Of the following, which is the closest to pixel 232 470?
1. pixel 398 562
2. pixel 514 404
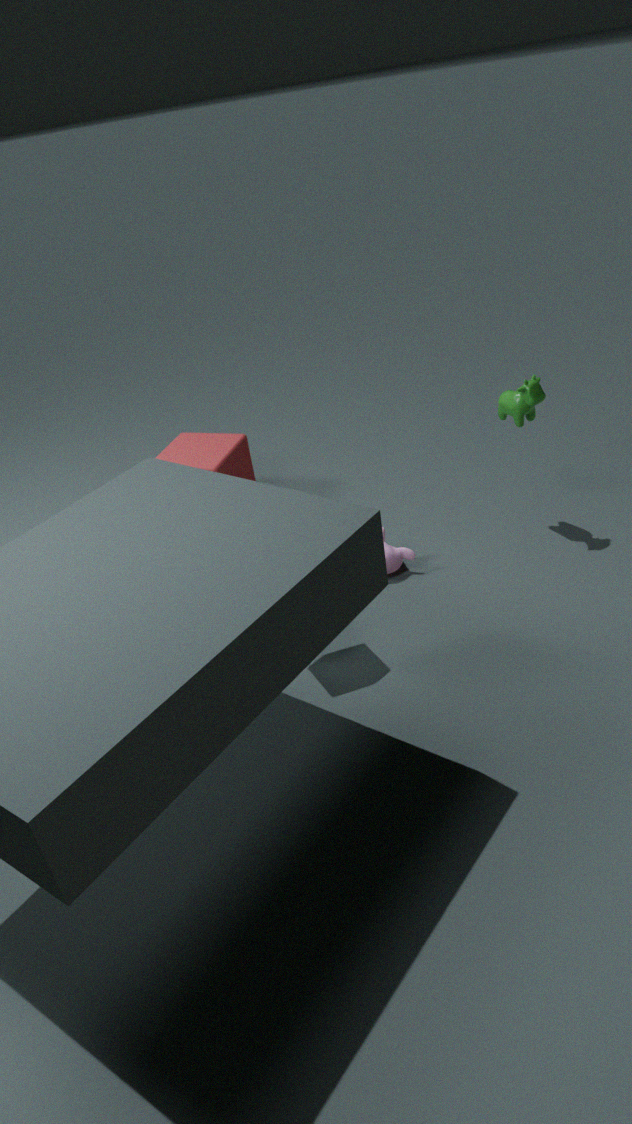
pixel 398 562
